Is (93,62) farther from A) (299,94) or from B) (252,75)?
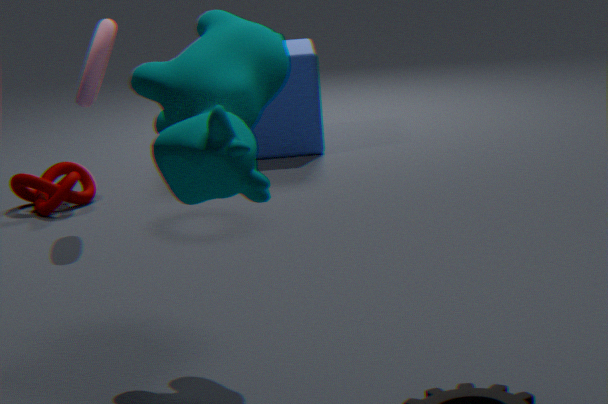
B) (252,75)
